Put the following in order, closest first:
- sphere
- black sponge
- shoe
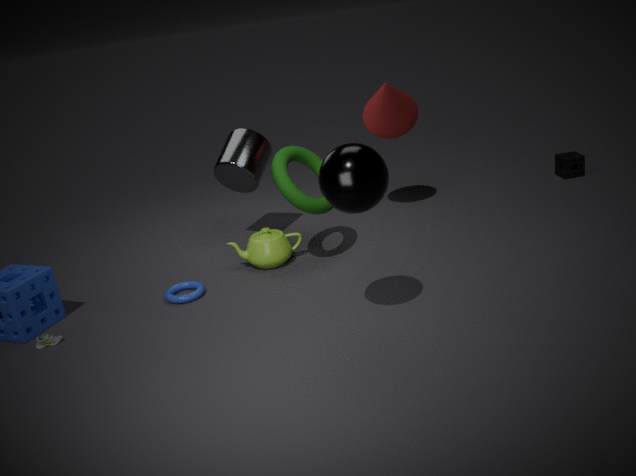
sphere → shoe → black sponge
